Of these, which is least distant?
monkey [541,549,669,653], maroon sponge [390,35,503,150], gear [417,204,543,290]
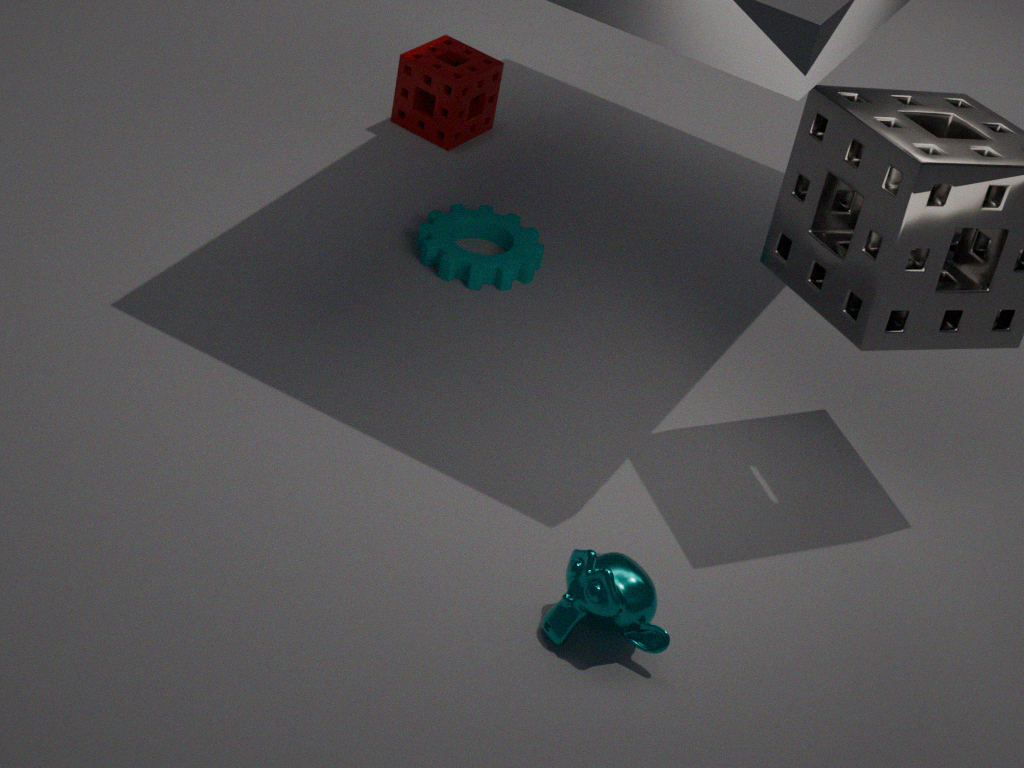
monkey [541,549,669,653]
